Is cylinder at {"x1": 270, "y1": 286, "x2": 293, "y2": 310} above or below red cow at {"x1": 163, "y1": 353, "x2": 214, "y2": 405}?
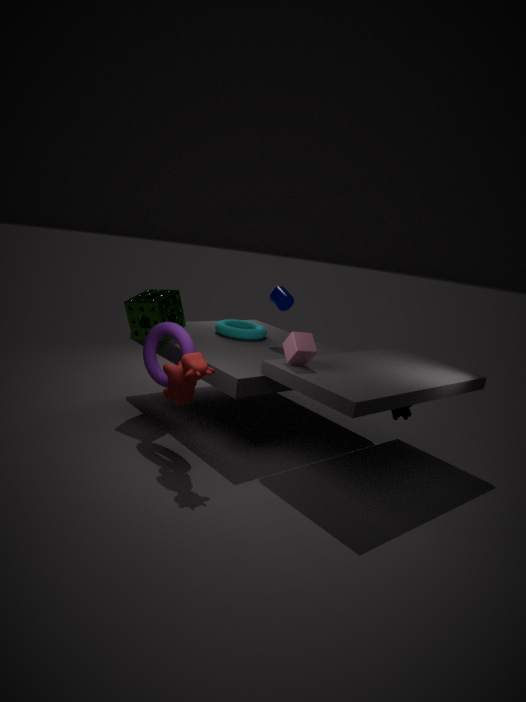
above
